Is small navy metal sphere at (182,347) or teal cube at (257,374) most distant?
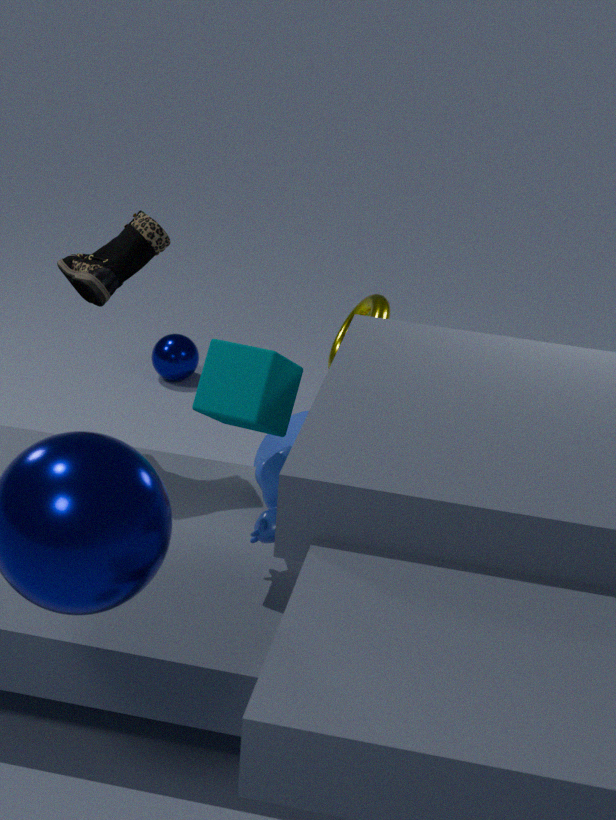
small navy metal sphere at (182,347)
